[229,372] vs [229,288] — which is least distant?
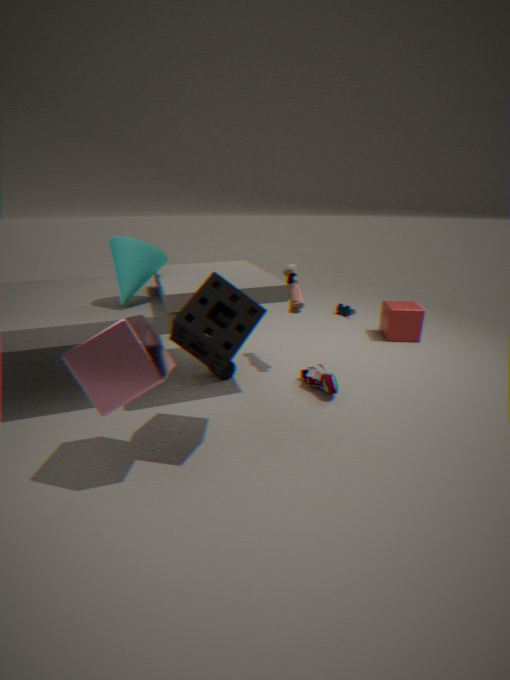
[229,288]
